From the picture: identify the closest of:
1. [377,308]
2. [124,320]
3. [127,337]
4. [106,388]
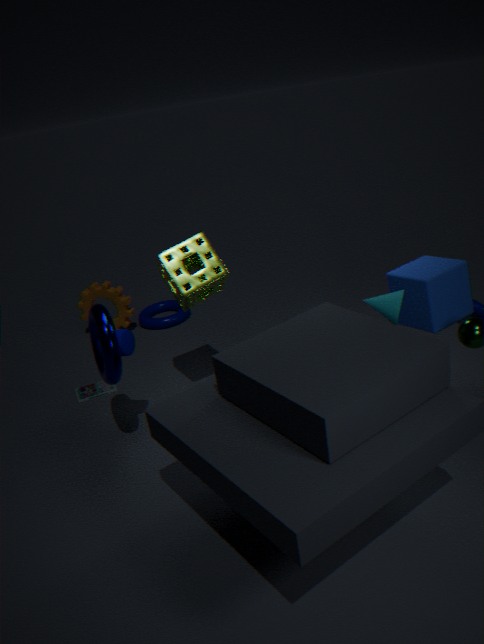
[377,308]
